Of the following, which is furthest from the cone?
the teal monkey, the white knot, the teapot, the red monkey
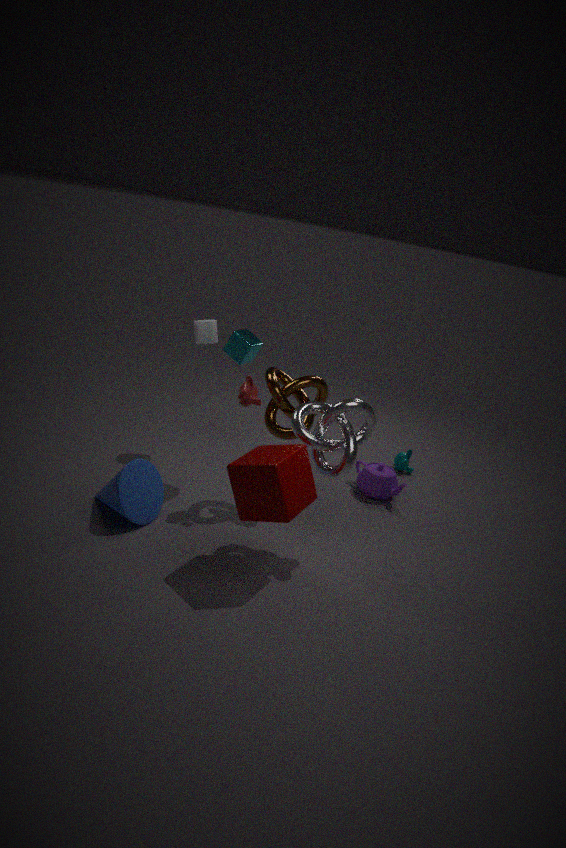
the teal monkey
